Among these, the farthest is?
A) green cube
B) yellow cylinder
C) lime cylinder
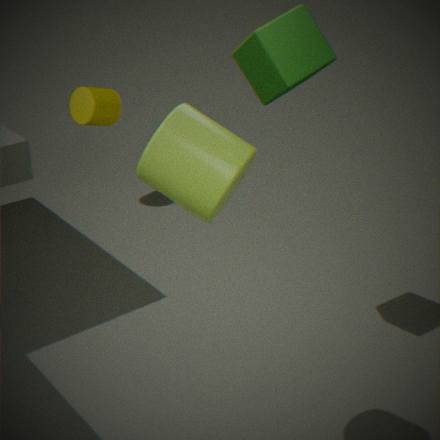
yellow cylinder
